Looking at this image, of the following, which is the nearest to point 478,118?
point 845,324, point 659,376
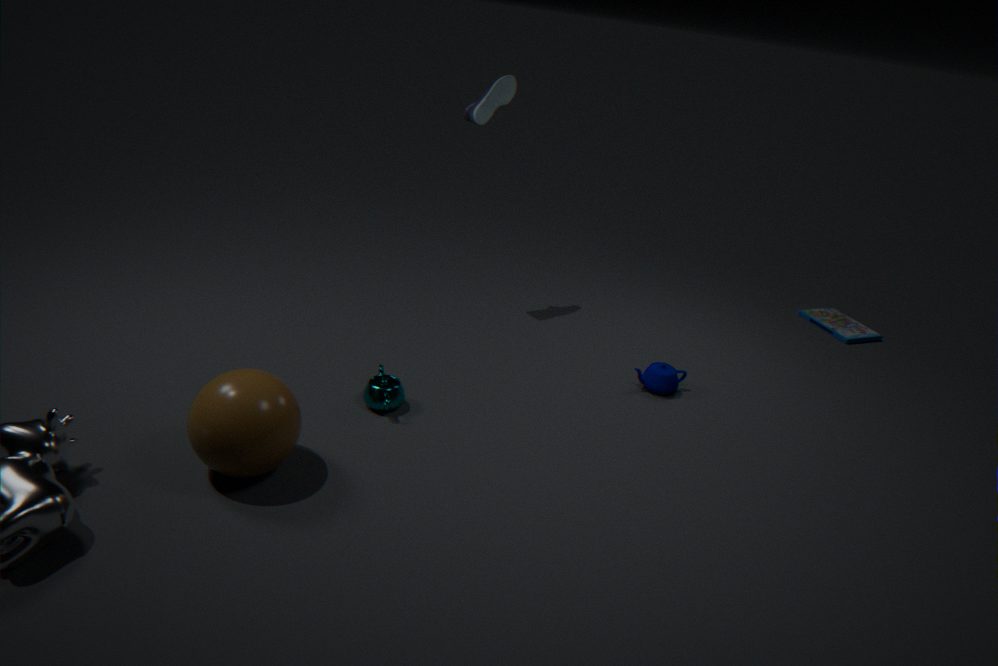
point 659,376
